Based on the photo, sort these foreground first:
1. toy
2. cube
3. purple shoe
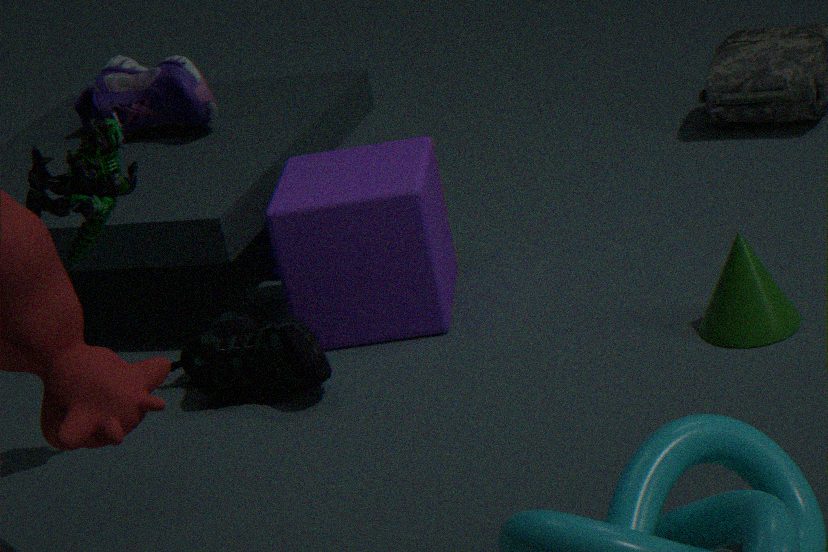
A: toy → cube → purple shoe
